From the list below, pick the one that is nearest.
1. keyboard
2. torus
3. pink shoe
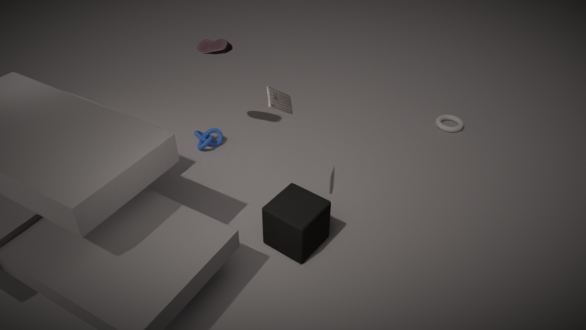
keyboard
